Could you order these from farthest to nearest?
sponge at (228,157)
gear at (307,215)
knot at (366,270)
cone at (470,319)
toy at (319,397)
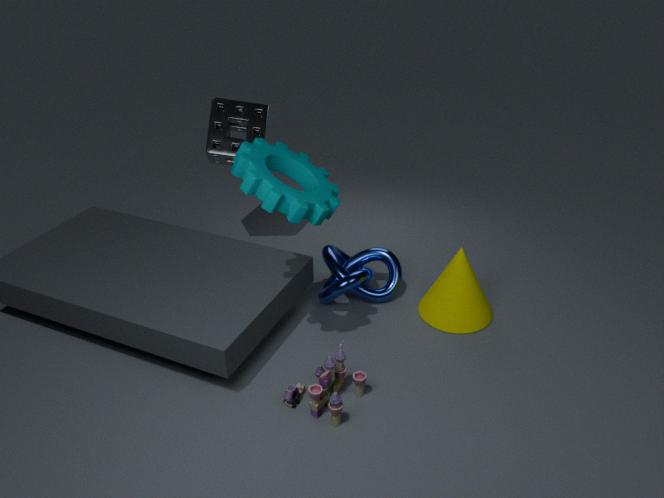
sponge at (228,157) → knot at (366,270) → cone at (470,319) → toy at (319,397) → gear at (307,215)
